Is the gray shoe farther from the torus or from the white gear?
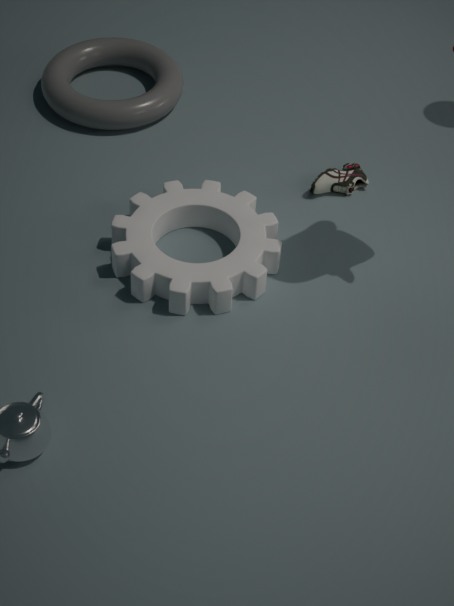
the torus
